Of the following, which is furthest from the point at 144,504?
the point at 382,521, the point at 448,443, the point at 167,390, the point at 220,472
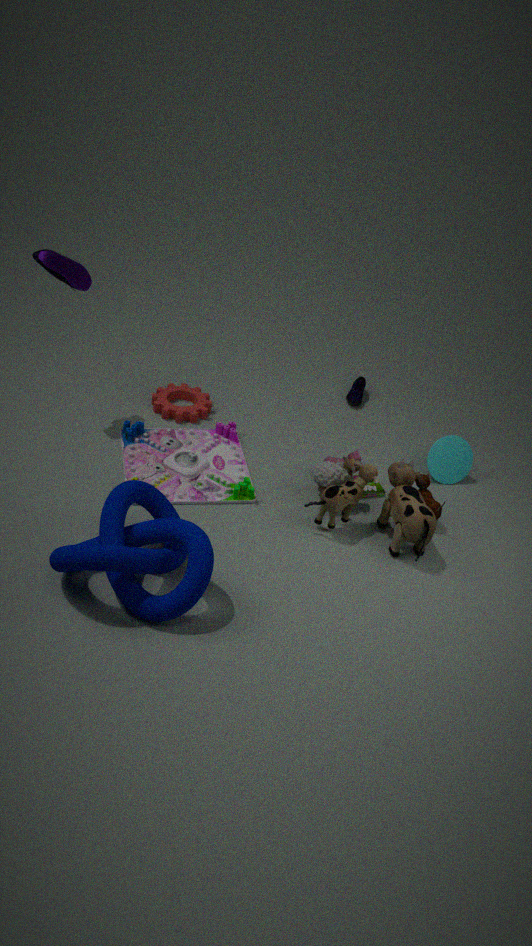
the point at 448,443
